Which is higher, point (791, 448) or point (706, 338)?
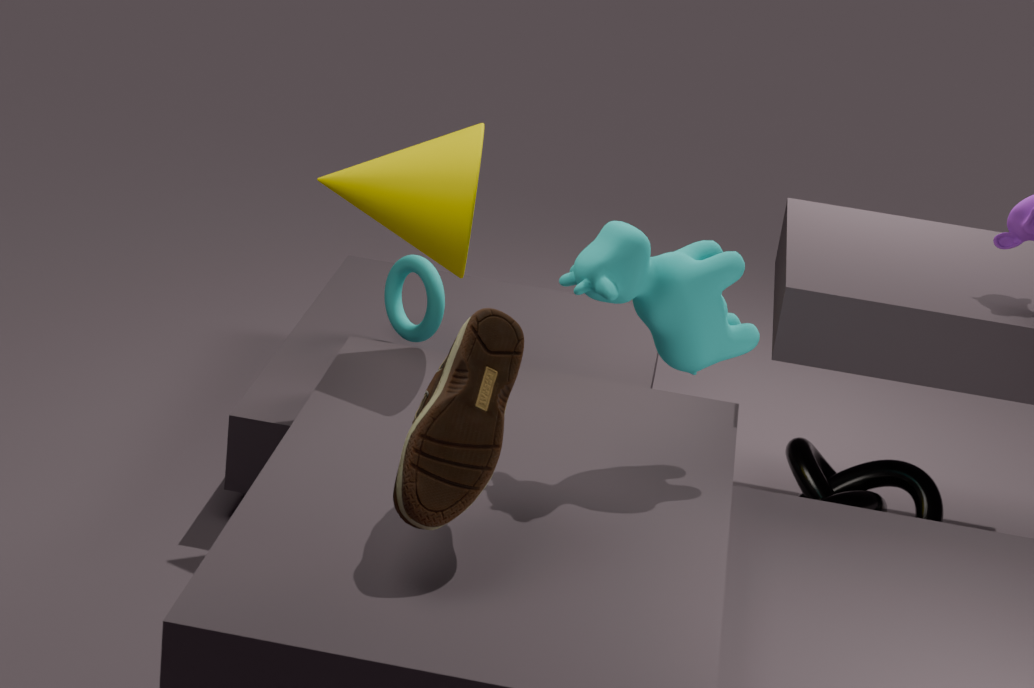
point (706, 338)
